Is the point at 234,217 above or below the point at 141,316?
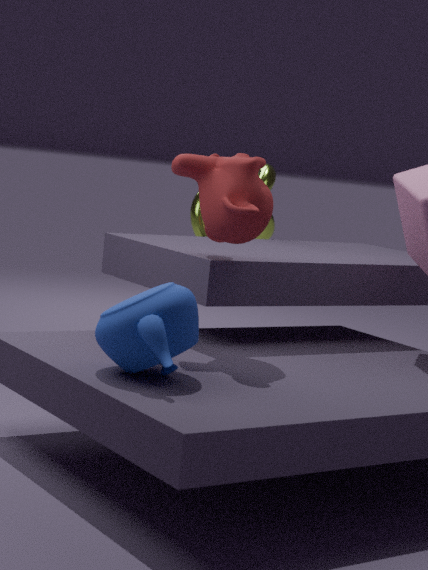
above
